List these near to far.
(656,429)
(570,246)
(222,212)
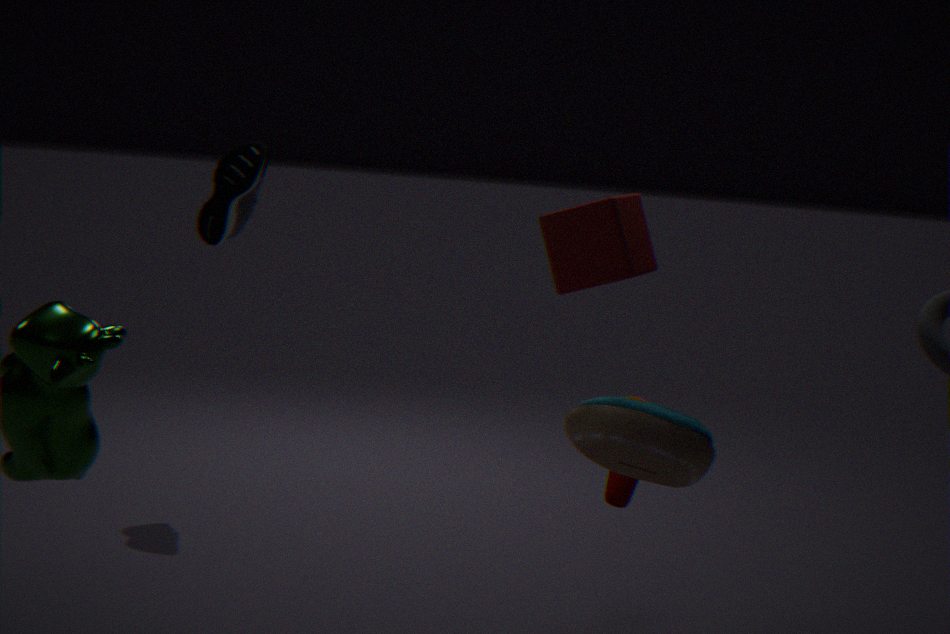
(570,246) < (656,429) < (222,212)
